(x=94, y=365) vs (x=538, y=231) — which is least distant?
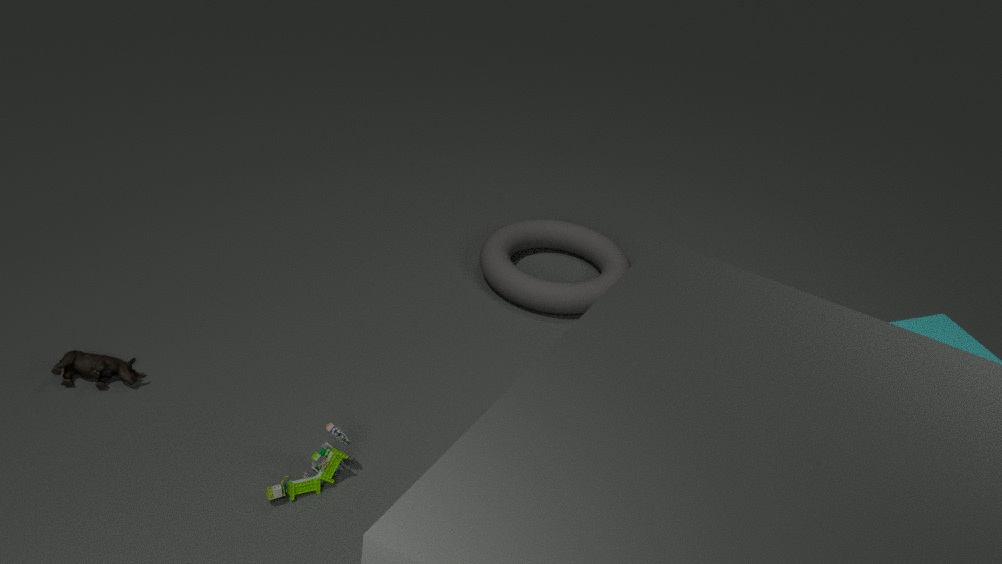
(x=94, y=365)
